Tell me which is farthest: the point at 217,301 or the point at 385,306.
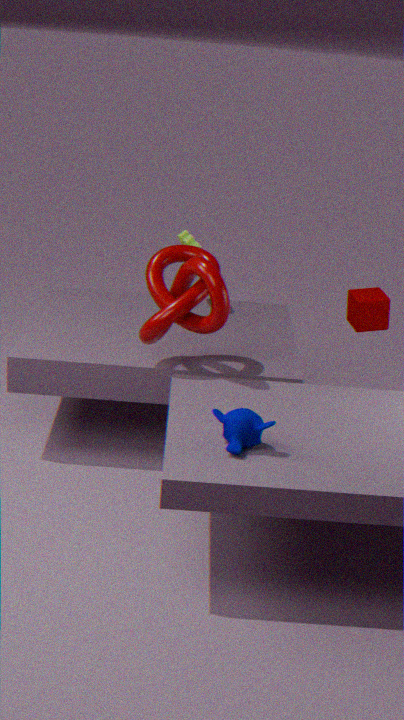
the point at 385,306
